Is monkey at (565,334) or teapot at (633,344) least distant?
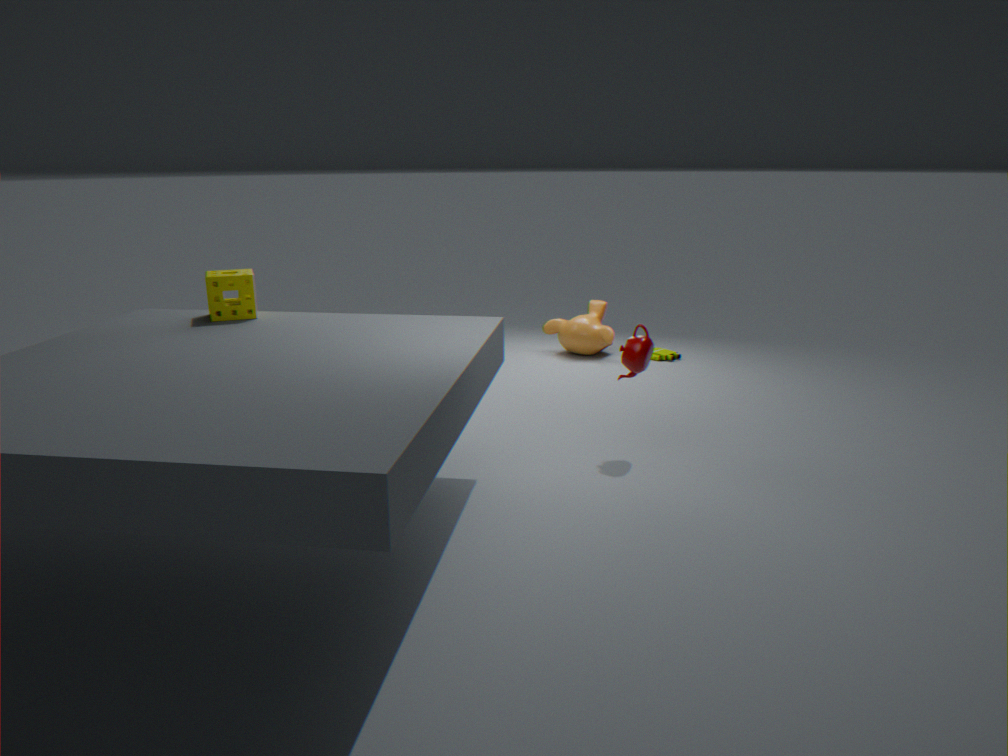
teapot at (633,344)
